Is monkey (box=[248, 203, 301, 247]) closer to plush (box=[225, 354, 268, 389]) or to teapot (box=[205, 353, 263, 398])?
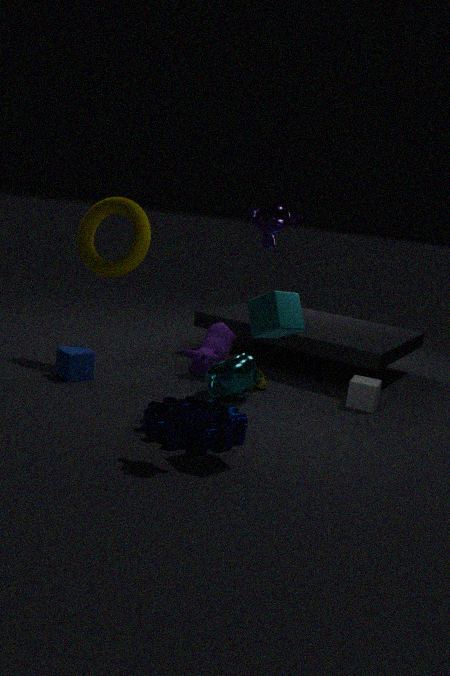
teapot (box=[205, 353, 263, 398])
